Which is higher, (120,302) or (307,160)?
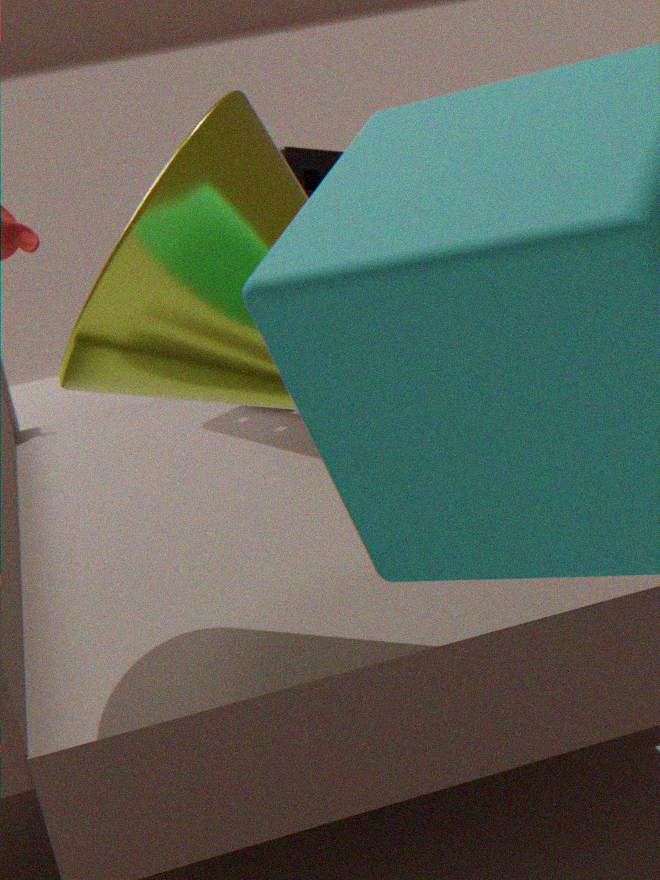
(120,302)
